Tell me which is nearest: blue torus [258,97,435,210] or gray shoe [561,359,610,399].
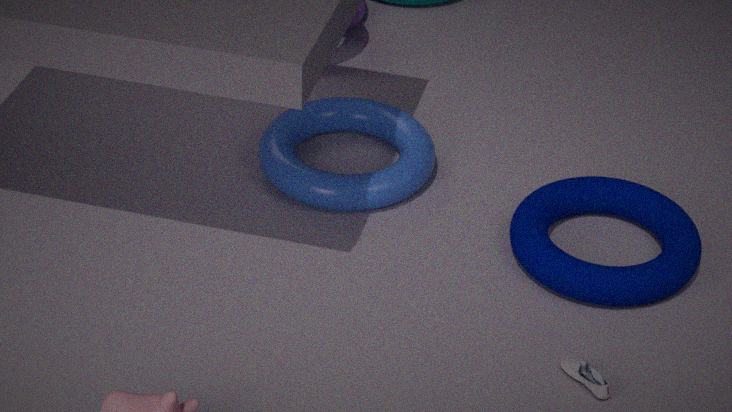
gray shoe [561,359,610,399]
